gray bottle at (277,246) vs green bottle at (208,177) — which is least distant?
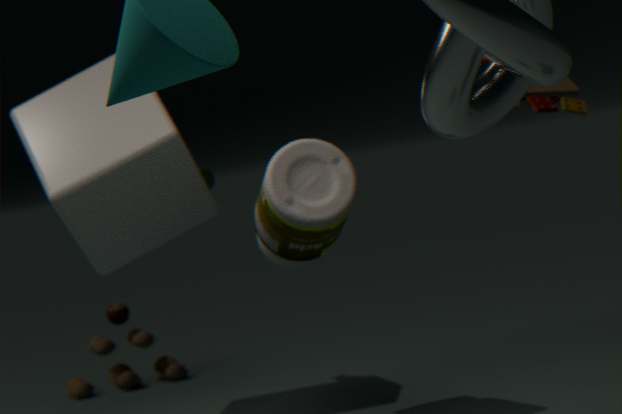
gray bottle at (277,246)
